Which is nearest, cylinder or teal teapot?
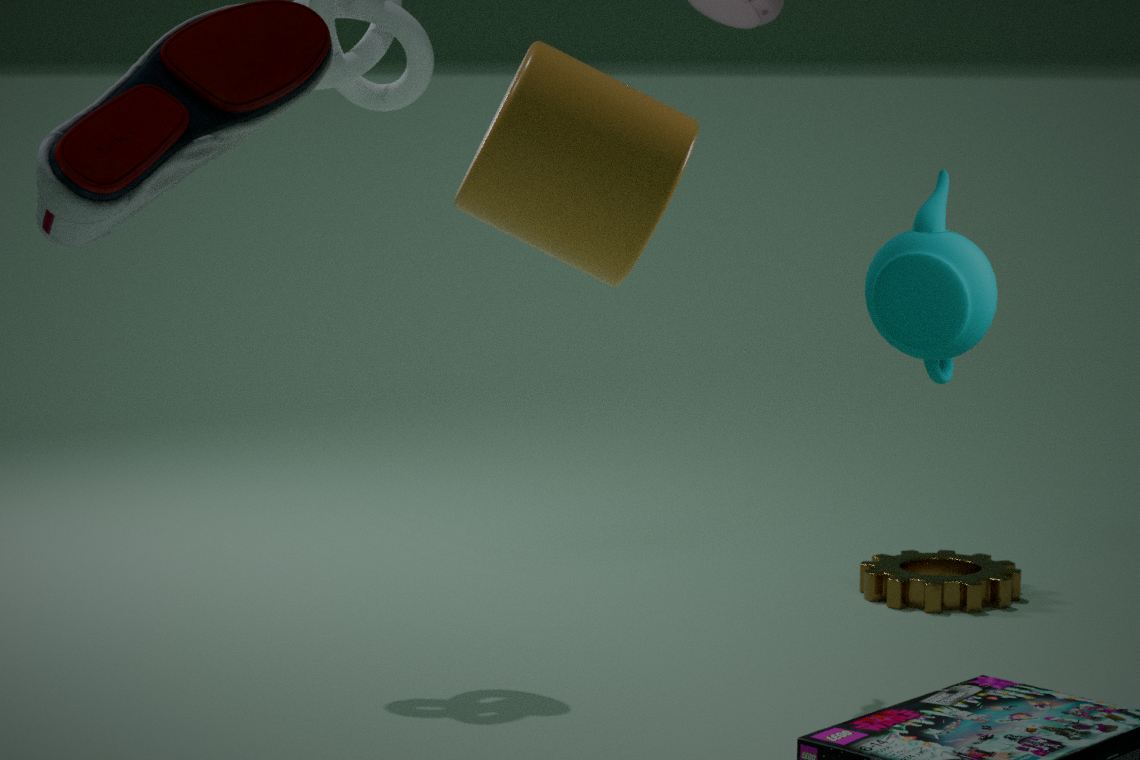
cylinder
